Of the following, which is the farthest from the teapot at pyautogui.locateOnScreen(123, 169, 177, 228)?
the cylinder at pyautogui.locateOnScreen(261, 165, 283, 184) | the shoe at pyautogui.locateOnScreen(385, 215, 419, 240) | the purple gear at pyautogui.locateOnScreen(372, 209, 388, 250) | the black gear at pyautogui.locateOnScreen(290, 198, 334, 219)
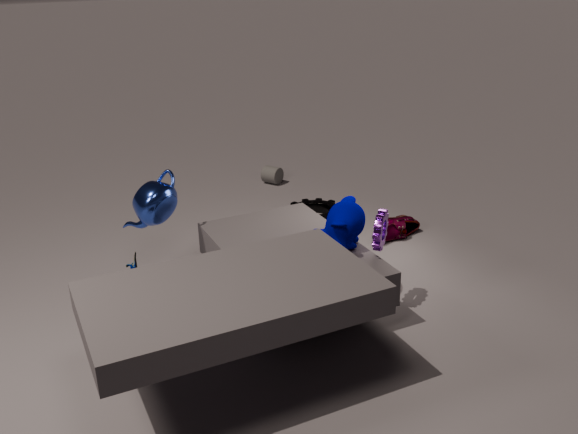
the cylinder at pyautogui.locateOnScreen(261, 165, 283, 184)
